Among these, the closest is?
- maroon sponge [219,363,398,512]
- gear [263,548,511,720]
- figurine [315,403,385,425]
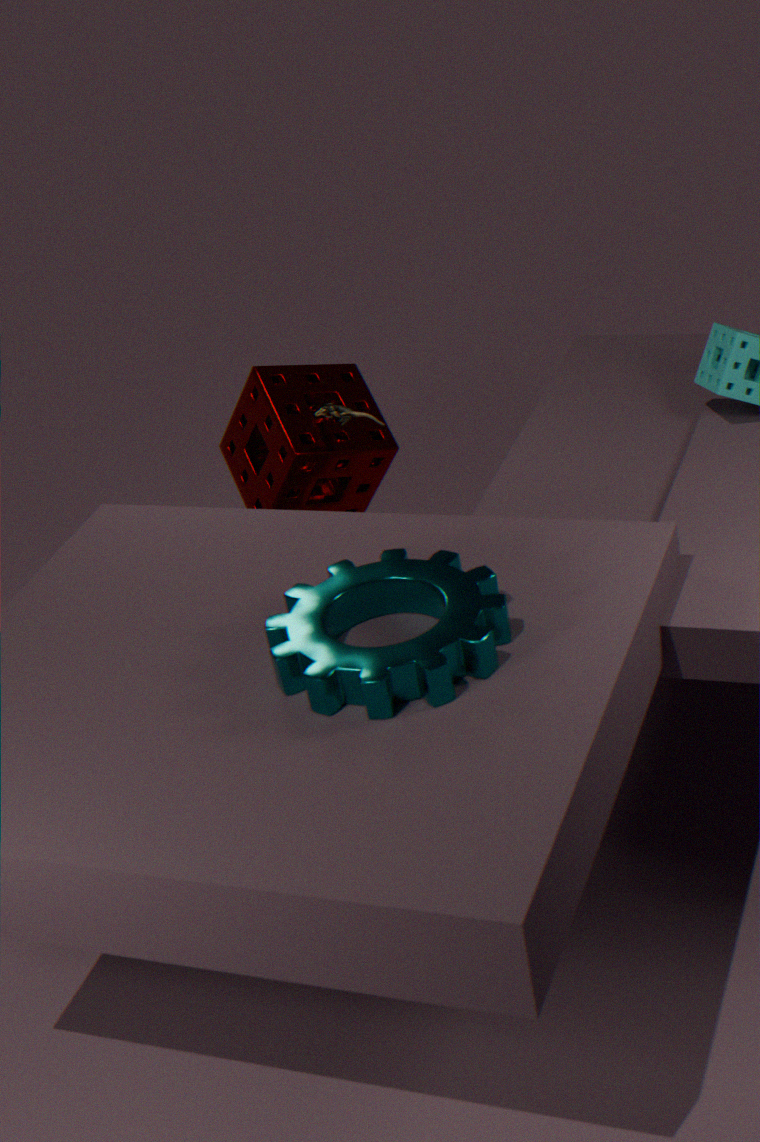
gear [263,548,511,720]
